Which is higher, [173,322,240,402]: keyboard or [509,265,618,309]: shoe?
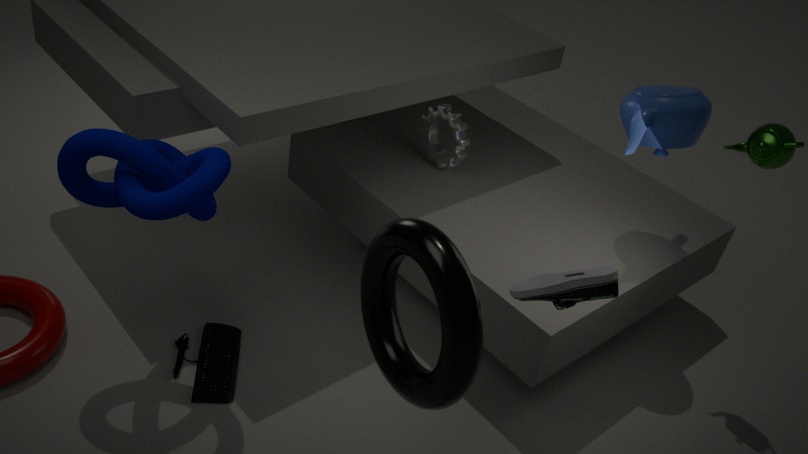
[509,265,618,309]: shoe
